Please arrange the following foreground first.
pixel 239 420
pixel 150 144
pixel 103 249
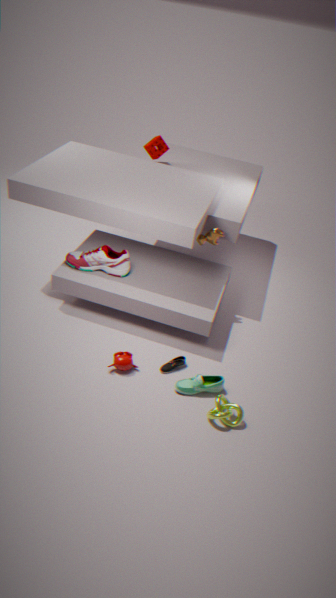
pixel 239 420, pixel 103 249, pixel 150 144
